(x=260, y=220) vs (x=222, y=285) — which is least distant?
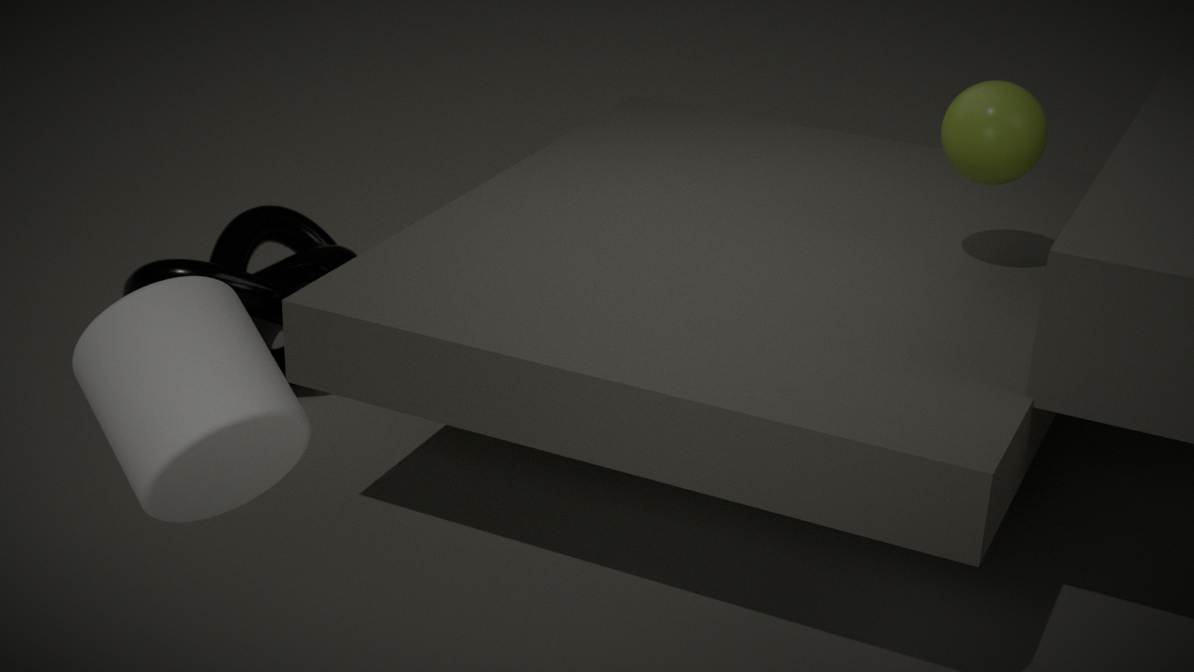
(x=222, y=285)
